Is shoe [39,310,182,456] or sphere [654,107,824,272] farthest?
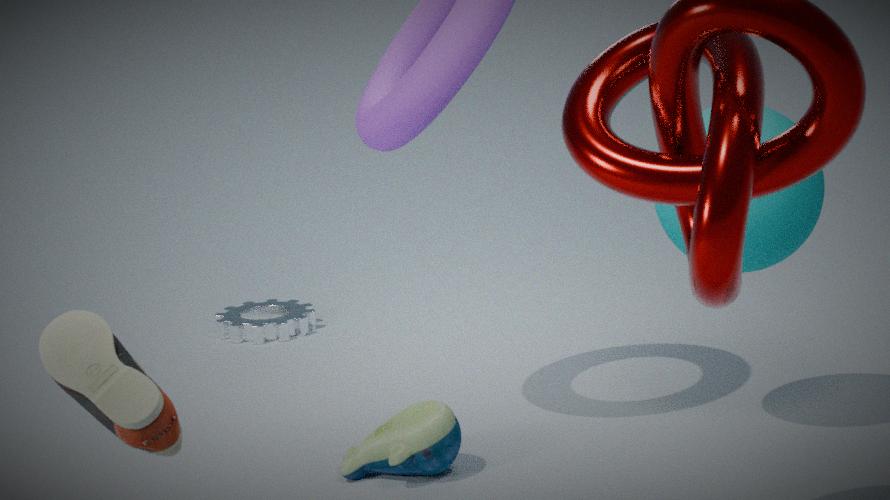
sphere [654,107,824,272]
